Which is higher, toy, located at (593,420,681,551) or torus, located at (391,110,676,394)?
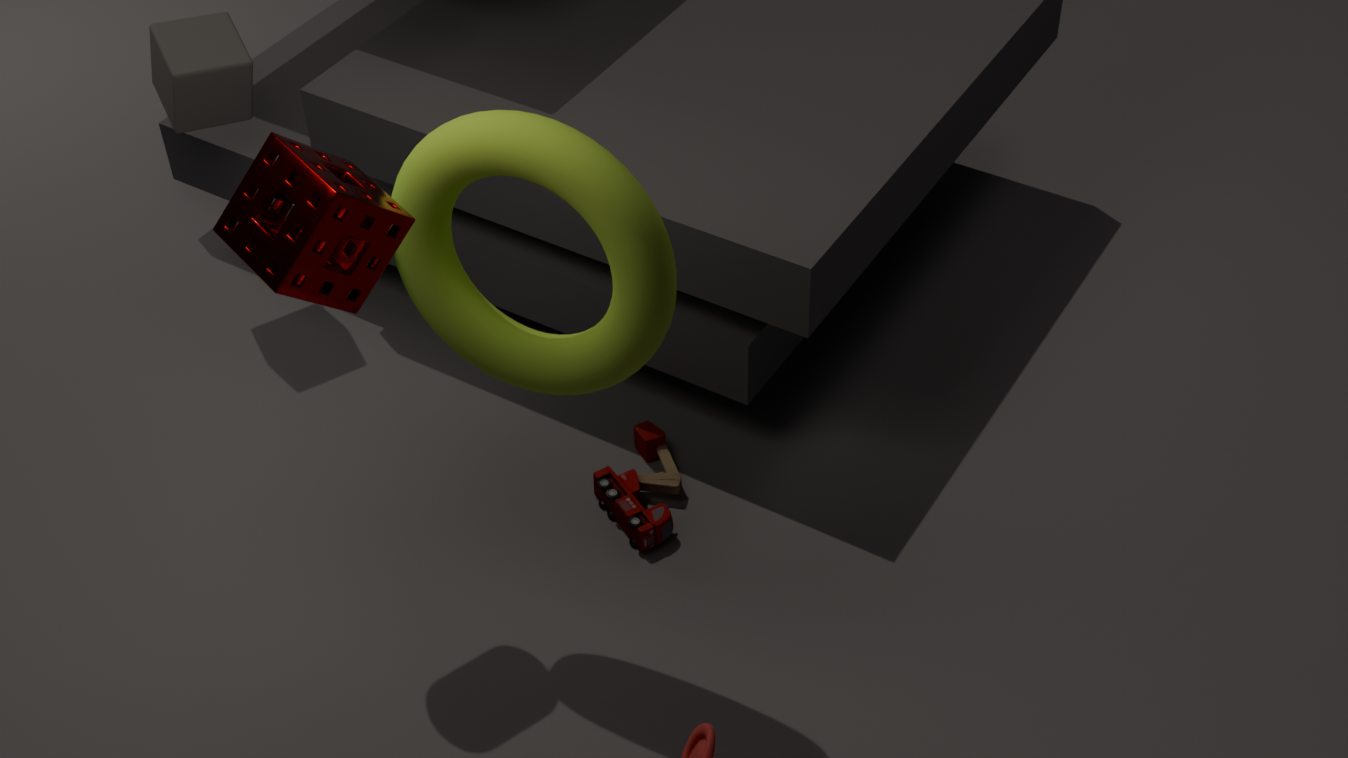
torus, located at (391,110,676,394)
